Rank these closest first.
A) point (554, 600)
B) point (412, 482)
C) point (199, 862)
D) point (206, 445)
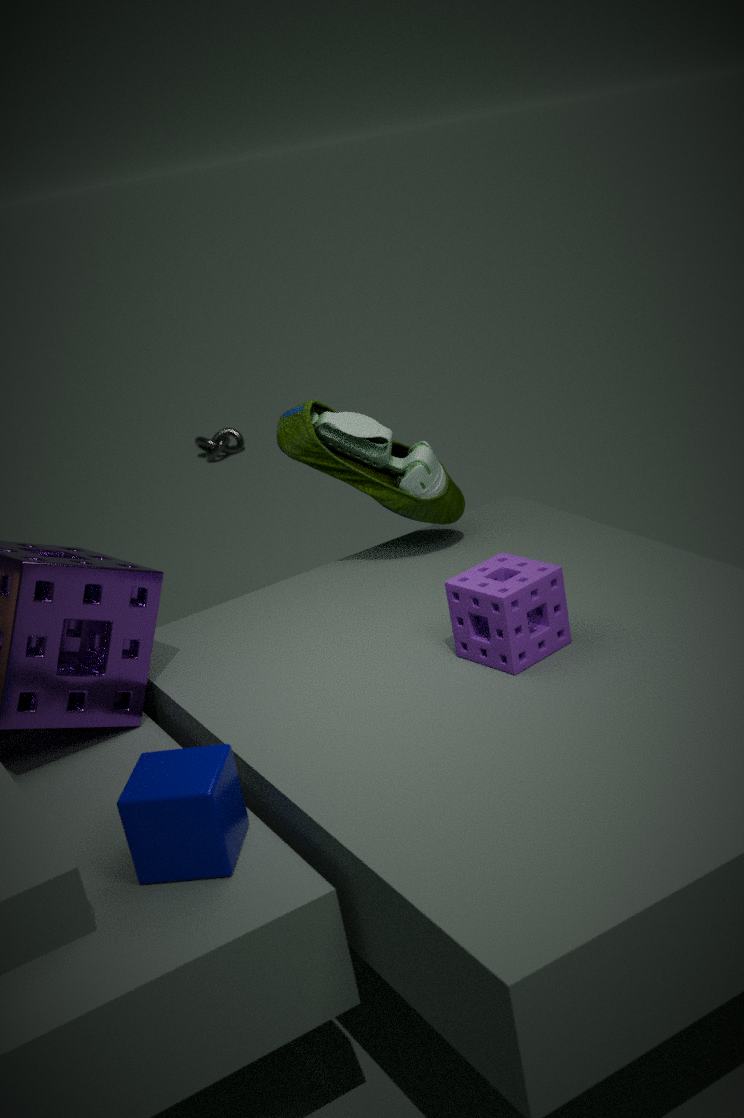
1. point (199, 862)
2. point (554, 600)
3. point (412, 482)
4. point (206, 445)
